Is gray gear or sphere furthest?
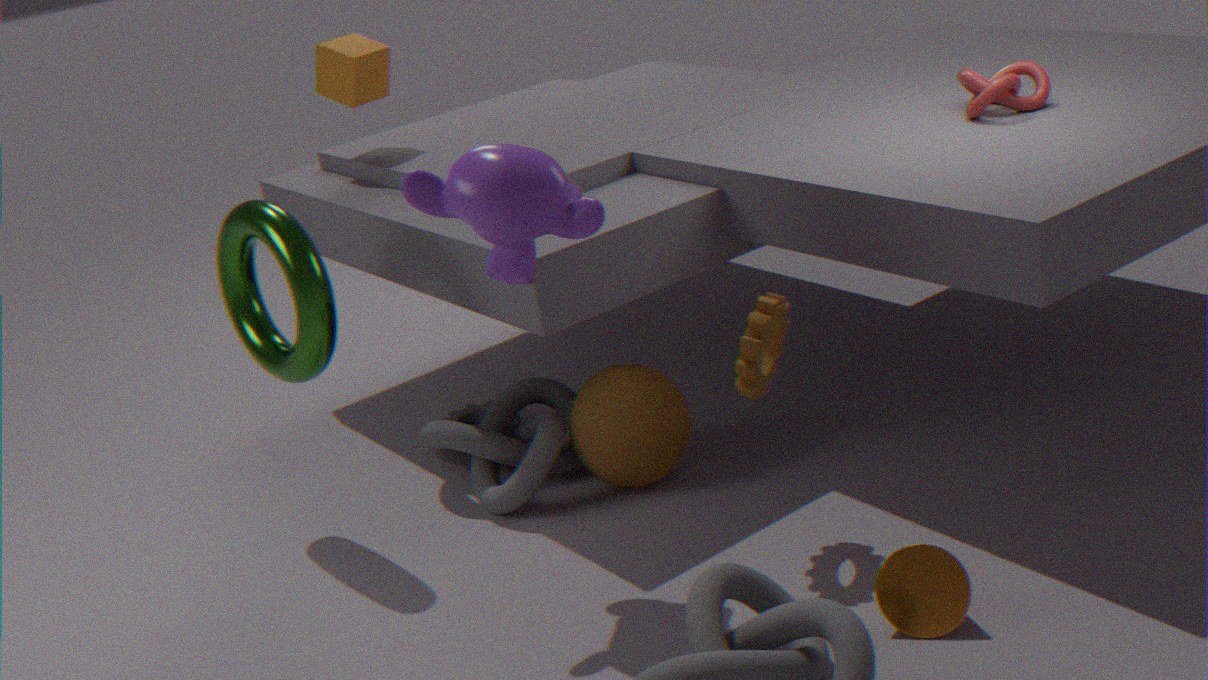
gray gear
